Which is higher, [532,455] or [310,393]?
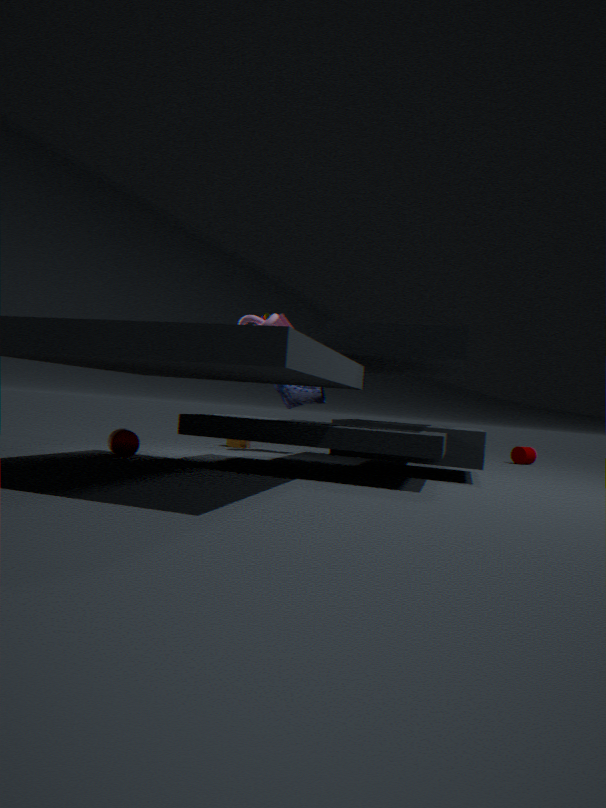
[310,393]
